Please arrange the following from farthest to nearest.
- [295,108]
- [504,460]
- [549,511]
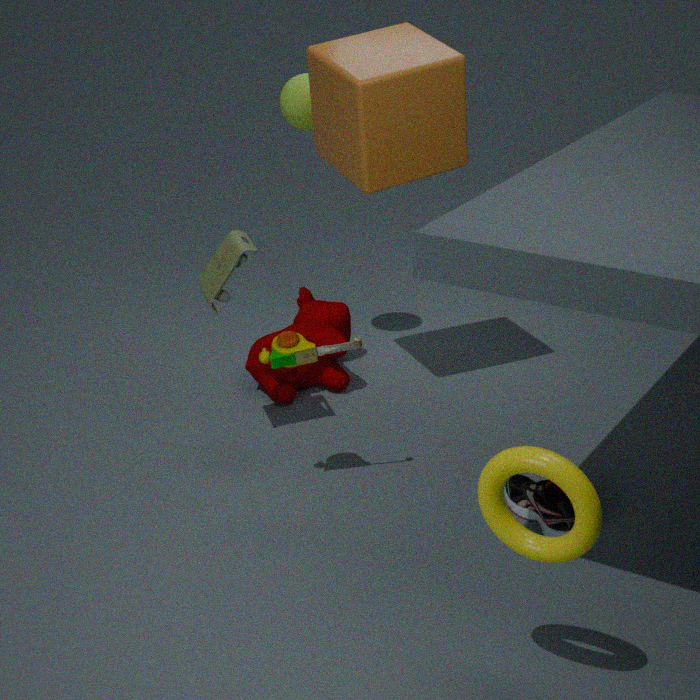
[295,108] < [549,511] < [504,460]
